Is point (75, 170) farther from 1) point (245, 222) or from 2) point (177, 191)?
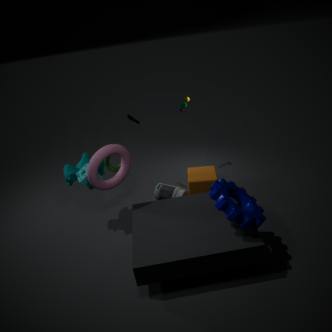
1) point (245, 222)
